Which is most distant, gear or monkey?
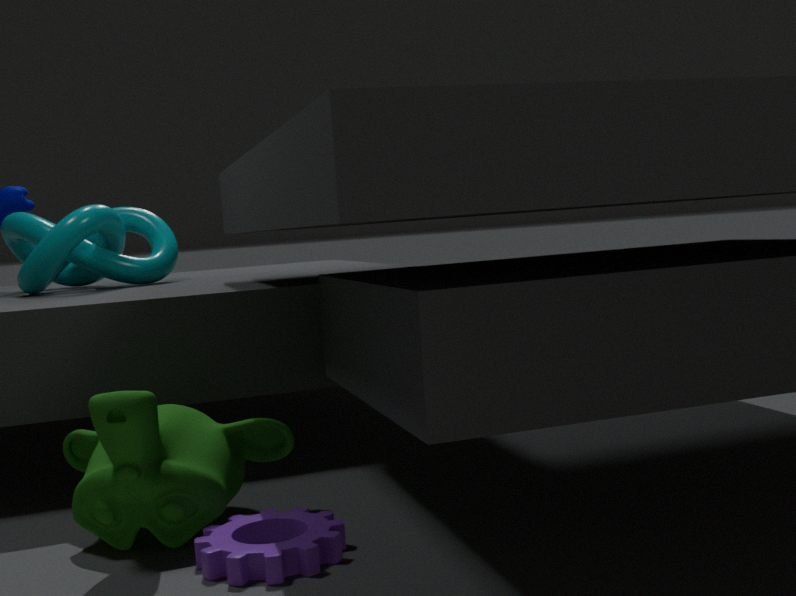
monkey
